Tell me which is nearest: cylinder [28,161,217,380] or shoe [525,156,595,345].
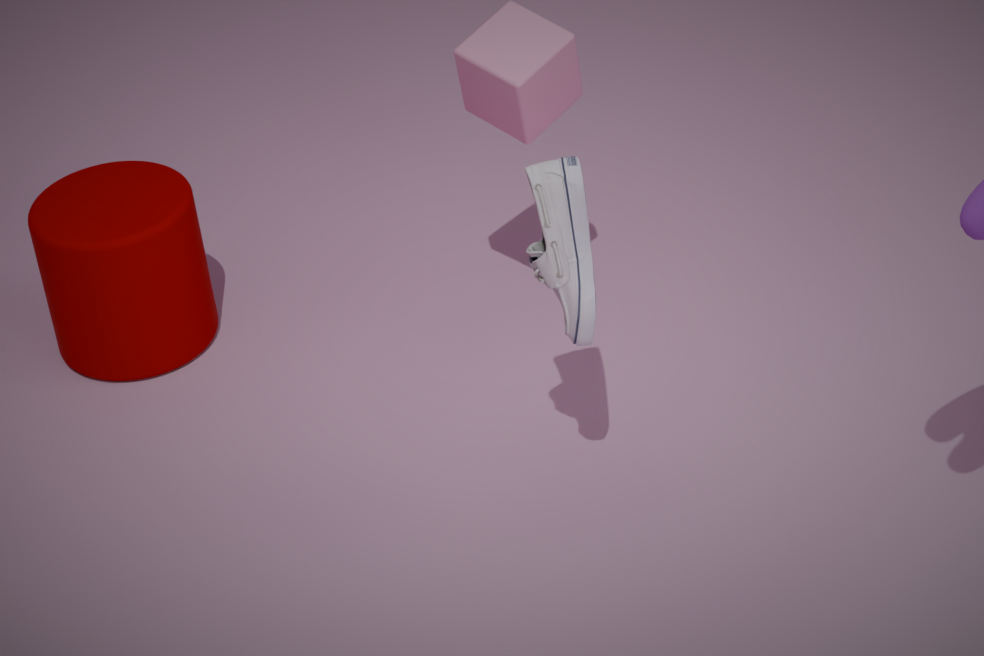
shoe [525,156,595,345]
